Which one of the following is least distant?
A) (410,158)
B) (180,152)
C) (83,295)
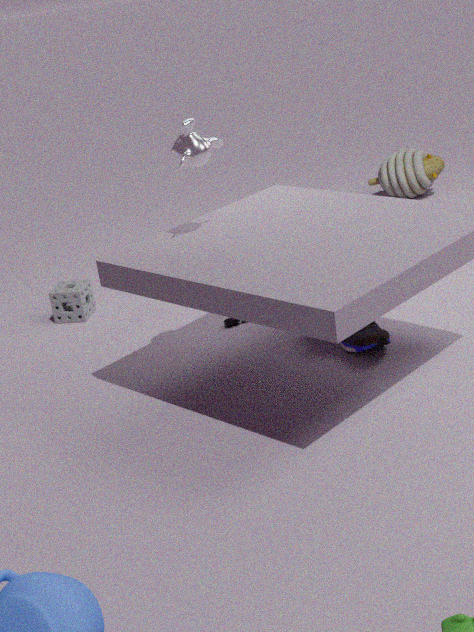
(180,152)
